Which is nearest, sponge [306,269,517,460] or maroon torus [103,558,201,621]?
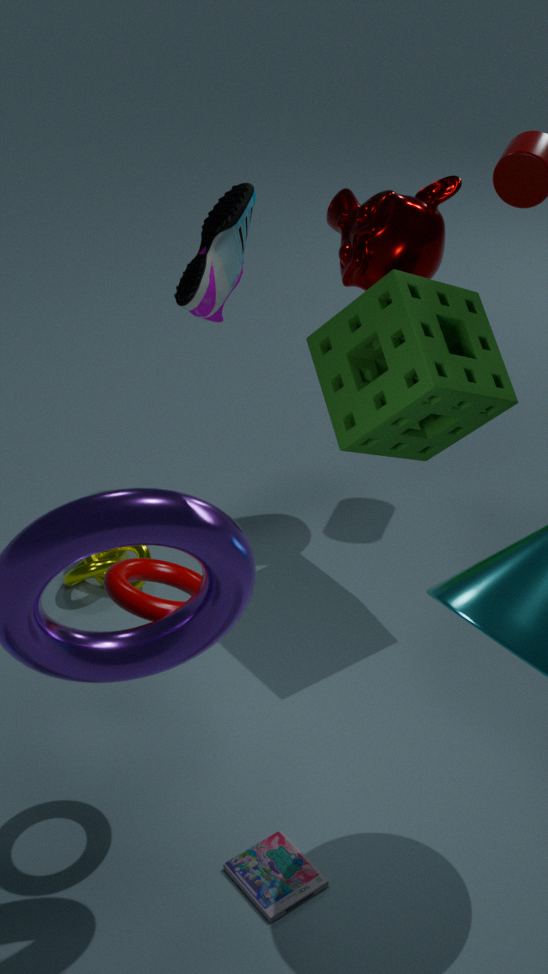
maroon torus [103,558,201,621]
